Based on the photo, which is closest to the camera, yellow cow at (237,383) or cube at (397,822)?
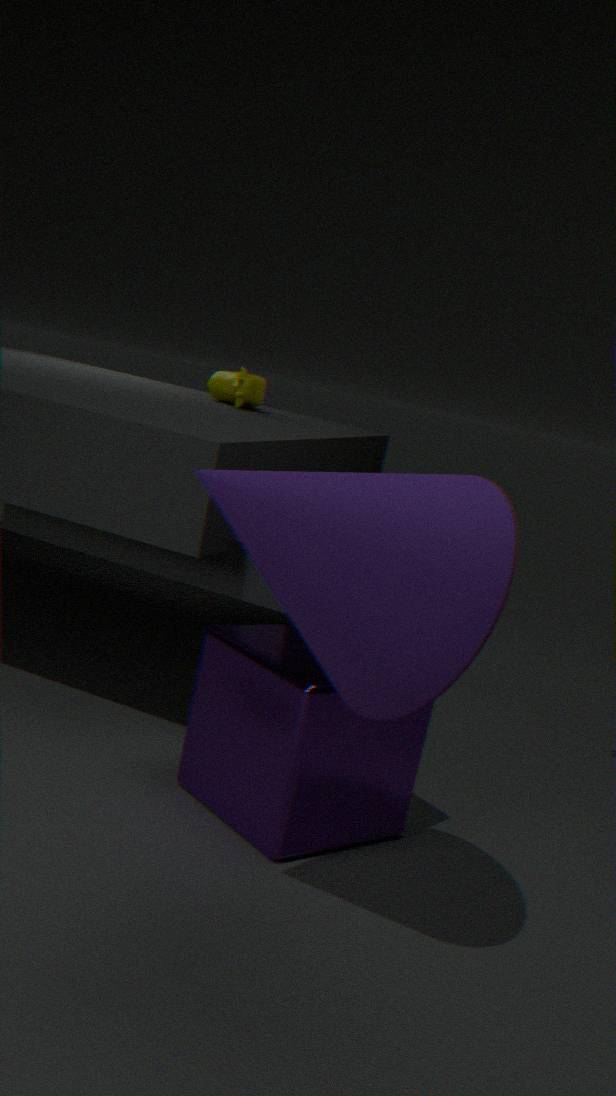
cube at (397,822)
